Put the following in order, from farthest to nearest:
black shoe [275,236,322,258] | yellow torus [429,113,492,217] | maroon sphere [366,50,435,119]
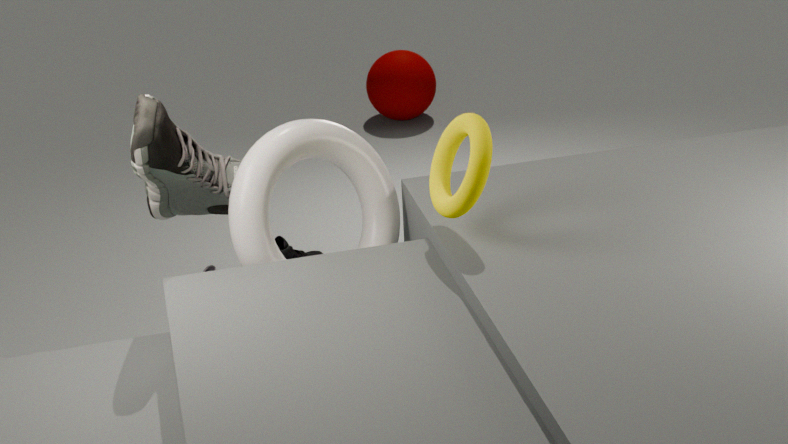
maroon sphere [366,50,435,119], black shoe [275,236,322,258], yellow torus [429,113,492,217]
